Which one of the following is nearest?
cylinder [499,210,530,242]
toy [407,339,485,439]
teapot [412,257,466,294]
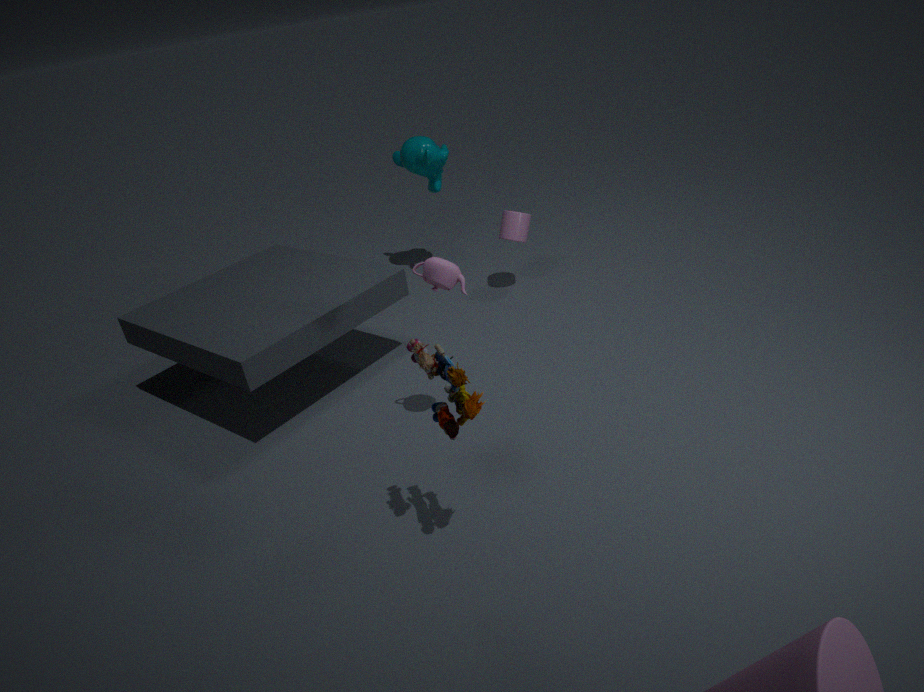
toy [407,339,485,439]
